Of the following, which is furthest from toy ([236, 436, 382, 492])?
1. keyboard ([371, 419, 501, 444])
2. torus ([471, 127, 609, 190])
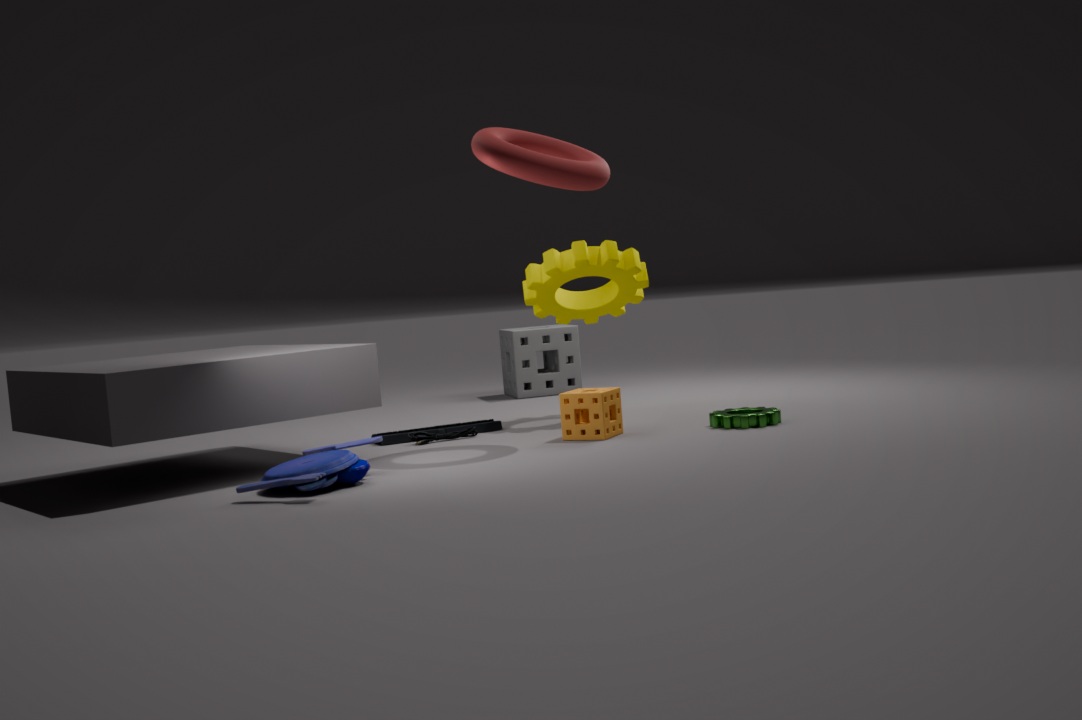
torus ([471, 127, 609, 190])
